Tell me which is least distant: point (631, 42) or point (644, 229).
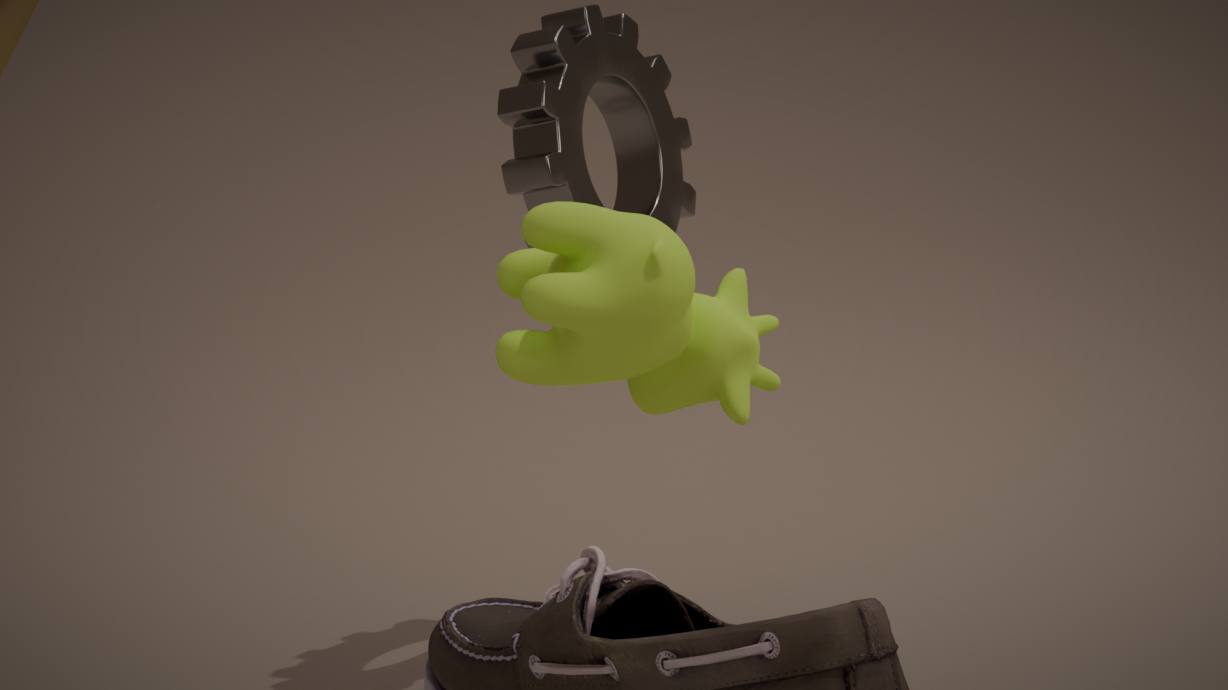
point (644, 229)
